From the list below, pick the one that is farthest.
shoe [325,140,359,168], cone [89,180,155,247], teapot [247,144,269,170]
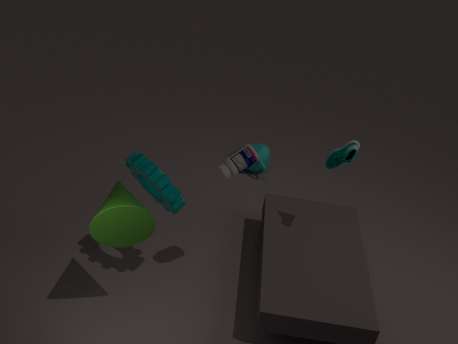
teapot [247,144,269,170]
